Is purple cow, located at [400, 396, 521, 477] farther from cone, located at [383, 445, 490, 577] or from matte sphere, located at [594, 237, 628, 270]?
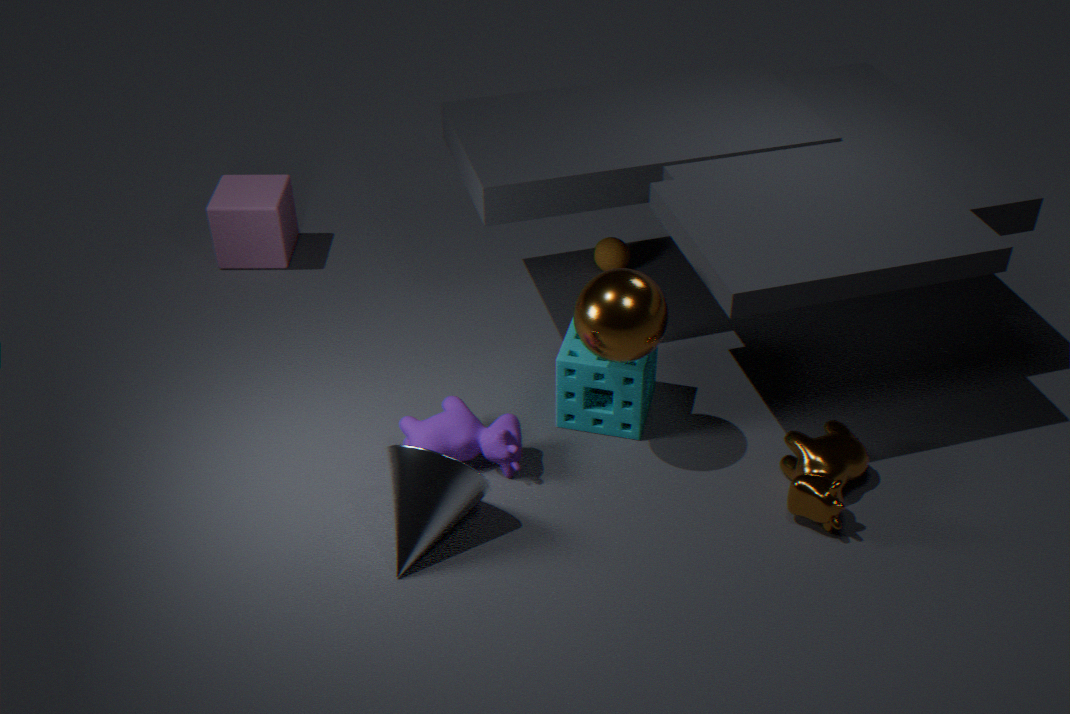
matte sphere, located at [594, 237, 628, 270]
